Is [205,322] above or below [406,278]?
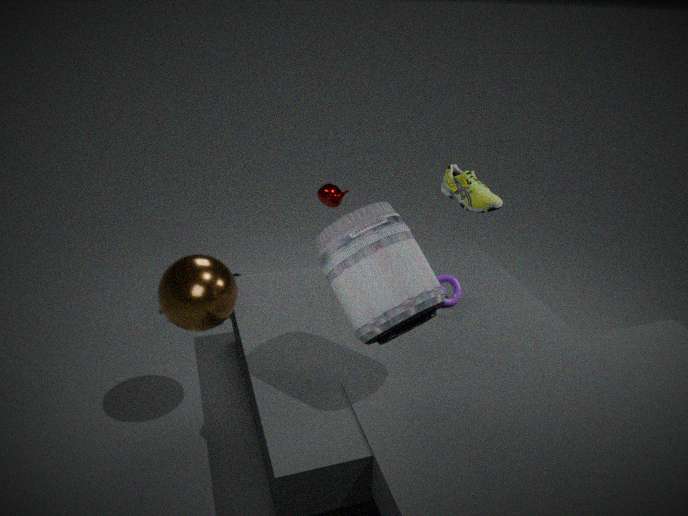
below
